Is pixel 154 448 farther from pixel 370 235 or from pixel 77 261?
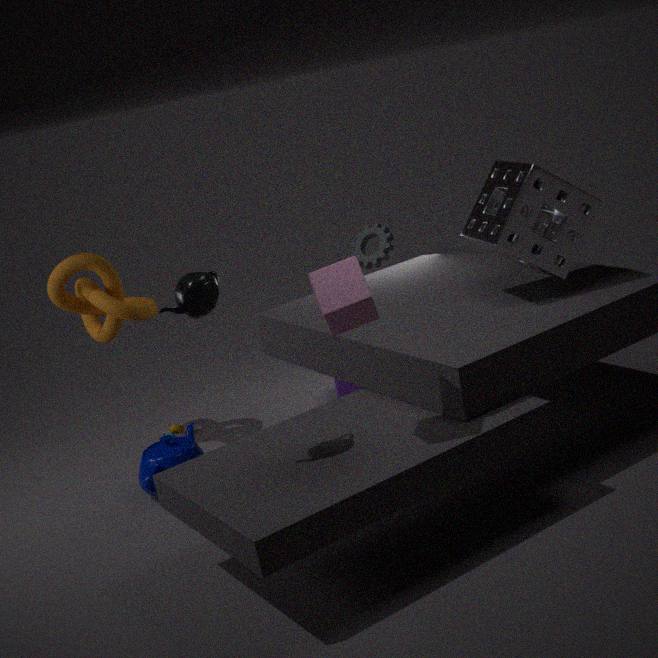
pixel 370 235
